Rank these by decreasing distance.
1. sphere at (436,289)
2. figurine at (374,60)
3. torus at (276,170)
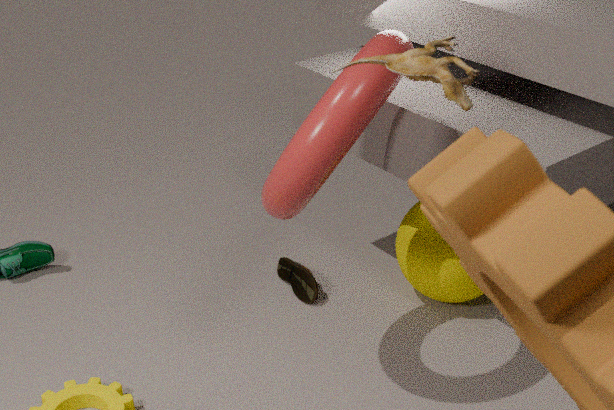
sphere at (436,289)
torus at (276,170)
figurine at (374,60)
